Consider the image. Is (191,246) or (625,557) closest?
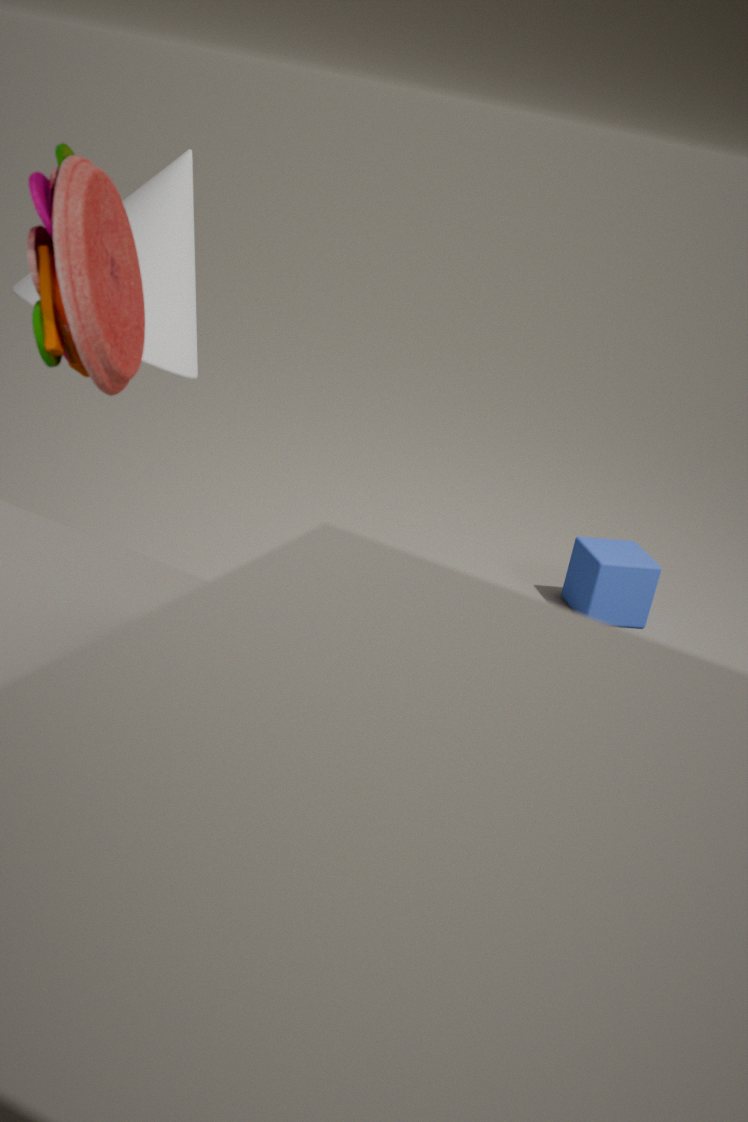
(191,246)
